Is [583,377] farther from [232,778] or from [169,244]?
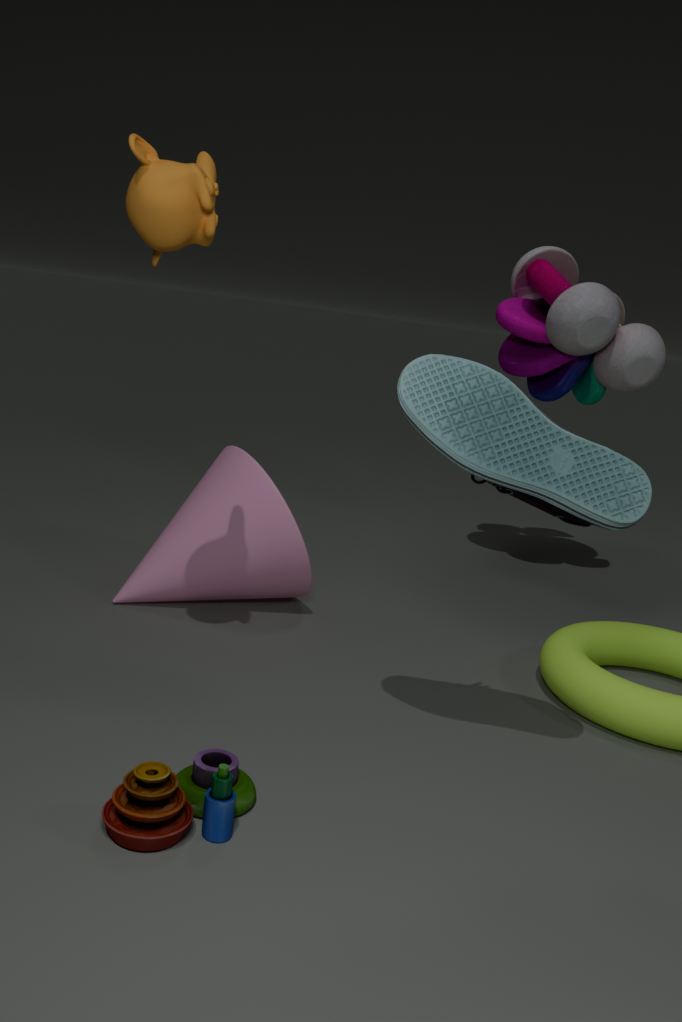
[232,778]
